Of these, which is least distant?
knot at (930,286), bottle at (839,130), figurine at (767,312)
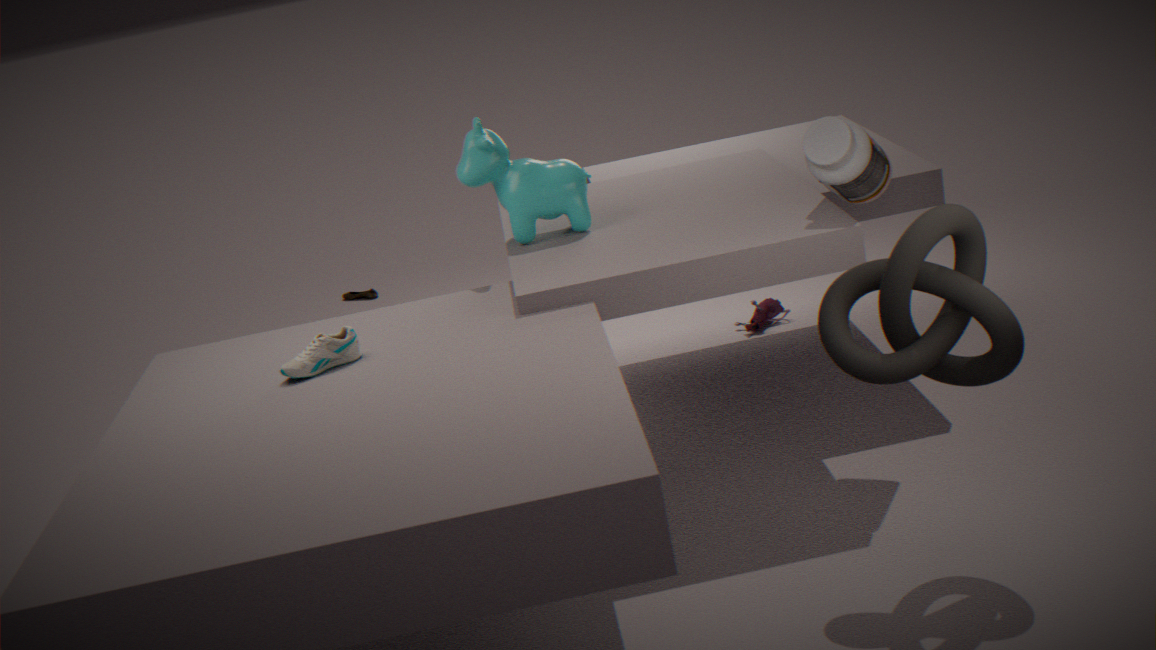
knot at (930,286)
